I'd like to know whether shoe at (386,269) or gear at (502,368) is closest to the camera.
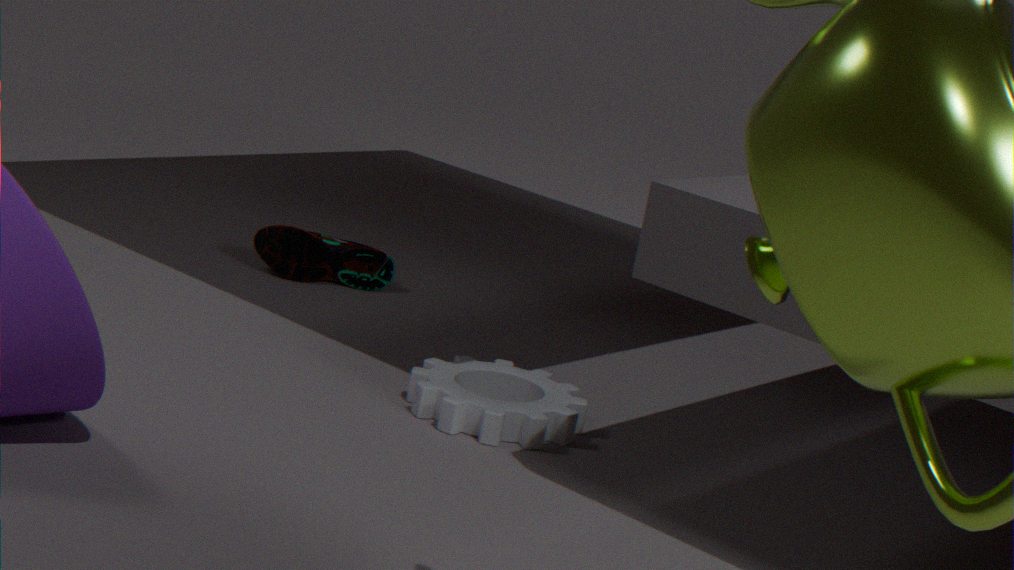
gear at (502,368)
